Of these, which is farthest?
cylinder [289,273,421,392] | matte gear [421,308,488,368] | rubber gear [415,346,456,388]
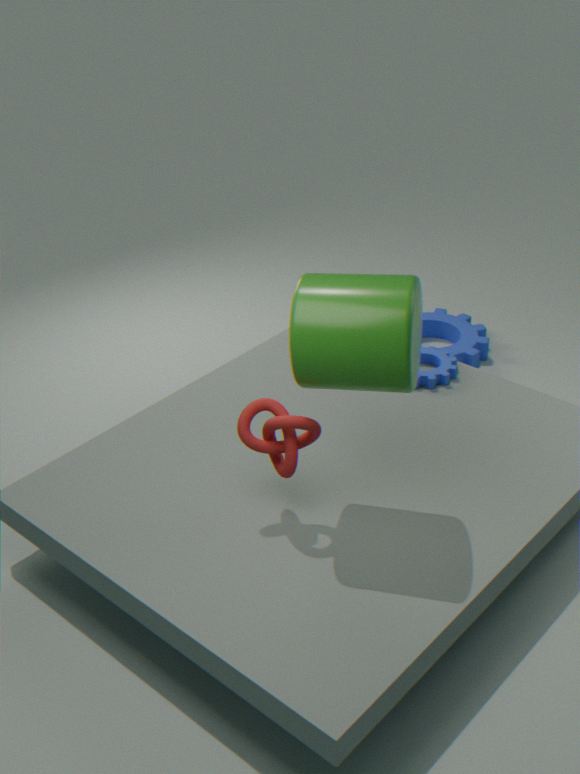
matte gear [421,308,488,368]
